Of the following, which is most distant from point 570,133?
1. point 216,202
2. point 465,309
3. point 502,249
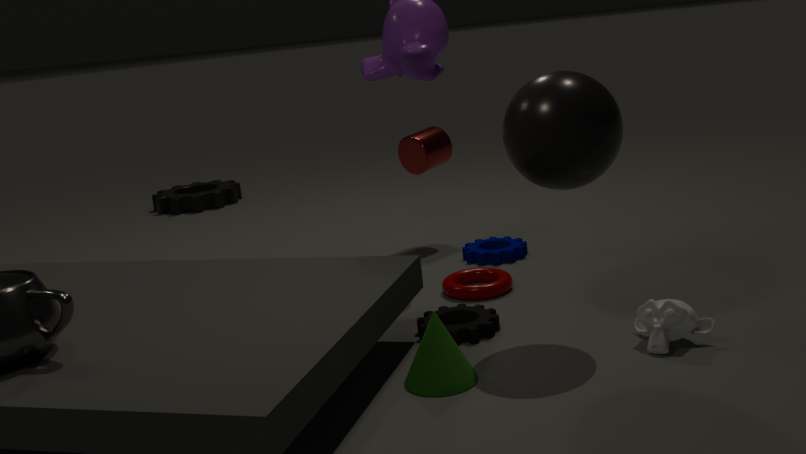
point 216,202
